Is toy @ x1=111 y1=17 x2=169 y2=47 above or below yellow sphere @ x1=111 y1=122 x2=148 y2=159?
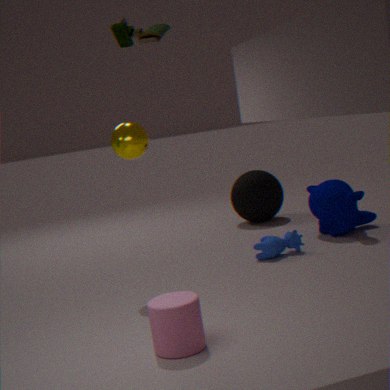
above
